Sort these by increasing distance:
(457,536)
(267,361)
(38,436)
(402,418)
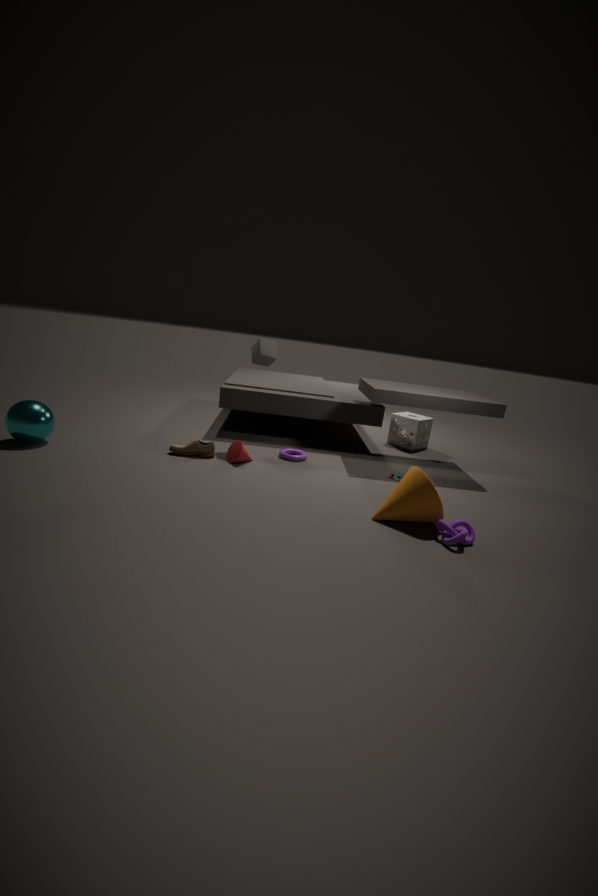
(457,536) → (38,436) → (267,361) → (402,418)
